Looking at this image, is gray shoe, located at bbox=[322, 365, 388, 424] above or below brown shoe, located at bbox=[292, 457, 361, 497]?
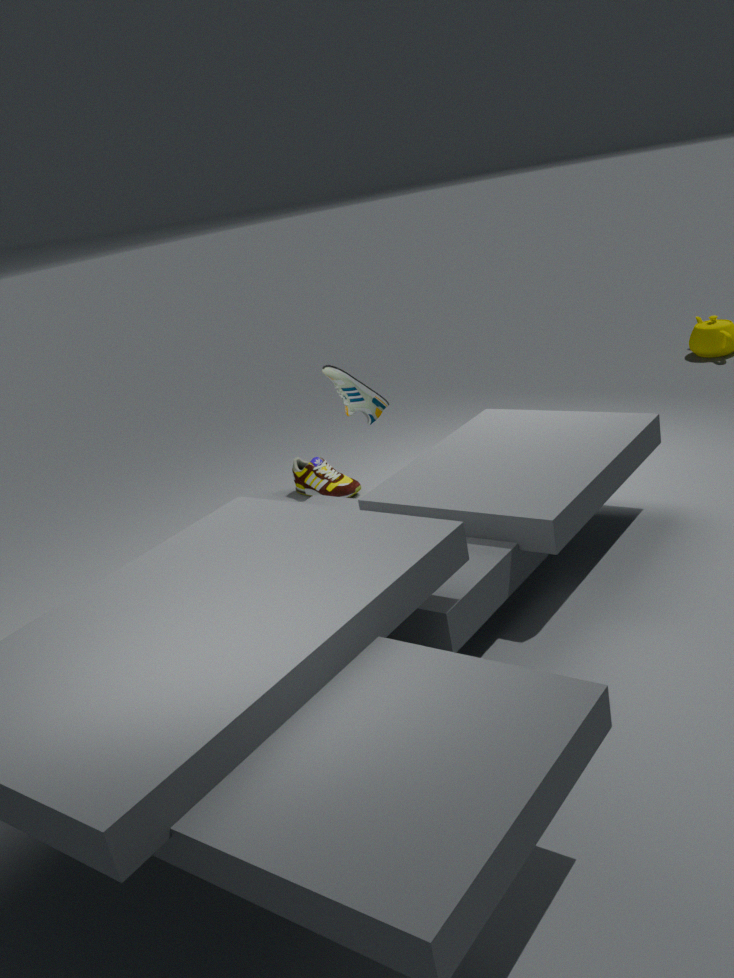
above
